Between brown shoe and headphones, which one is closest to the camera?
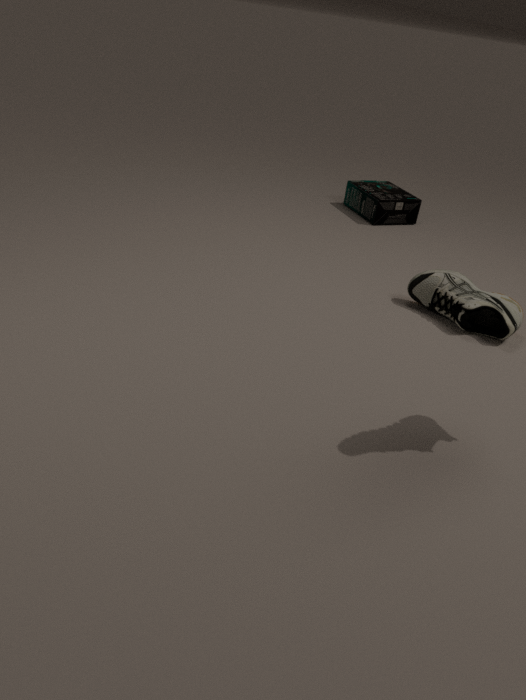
brown shoe
